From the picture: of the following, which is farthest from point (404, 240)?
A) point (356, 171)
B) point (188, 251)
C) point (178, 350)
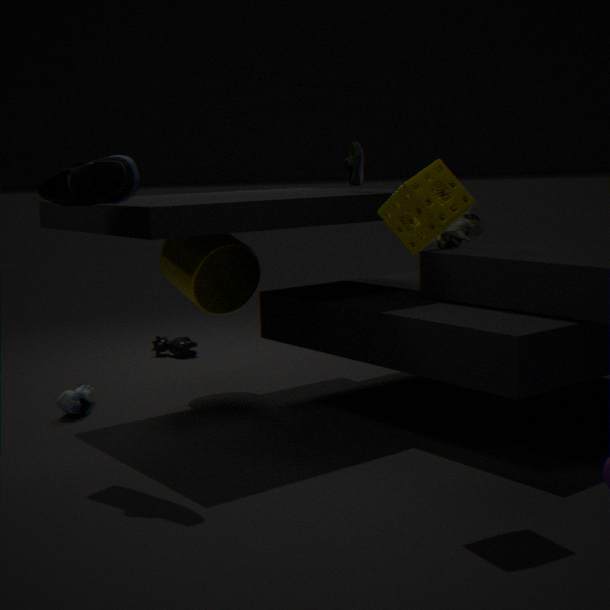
point (178, 350)
